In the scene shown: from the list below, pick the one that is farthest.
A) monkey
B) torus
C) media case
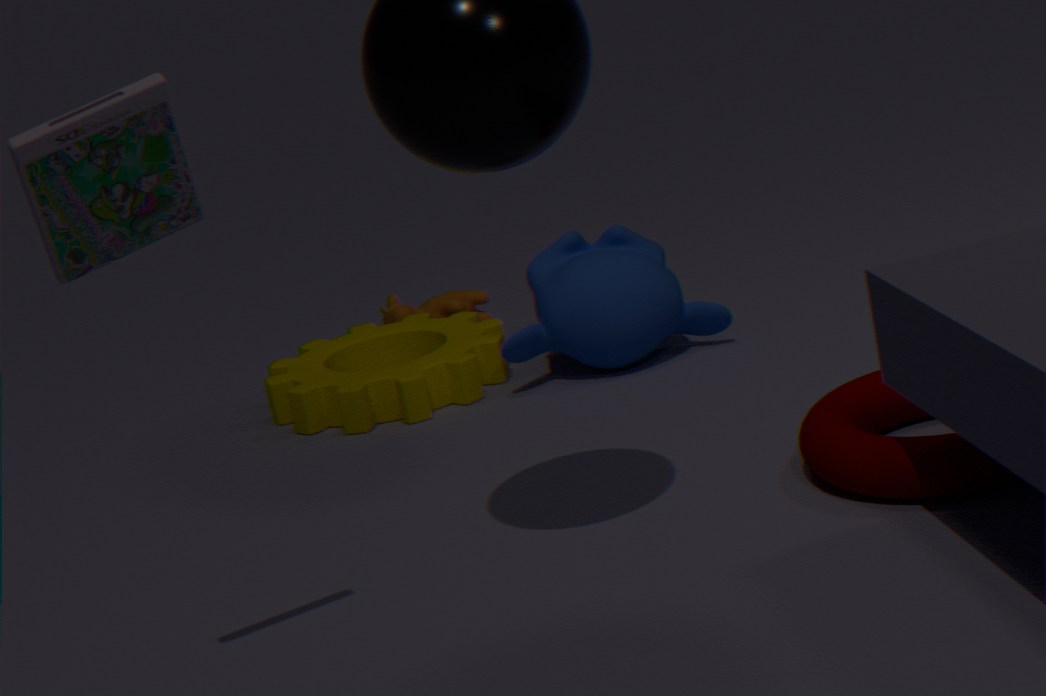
monkey
